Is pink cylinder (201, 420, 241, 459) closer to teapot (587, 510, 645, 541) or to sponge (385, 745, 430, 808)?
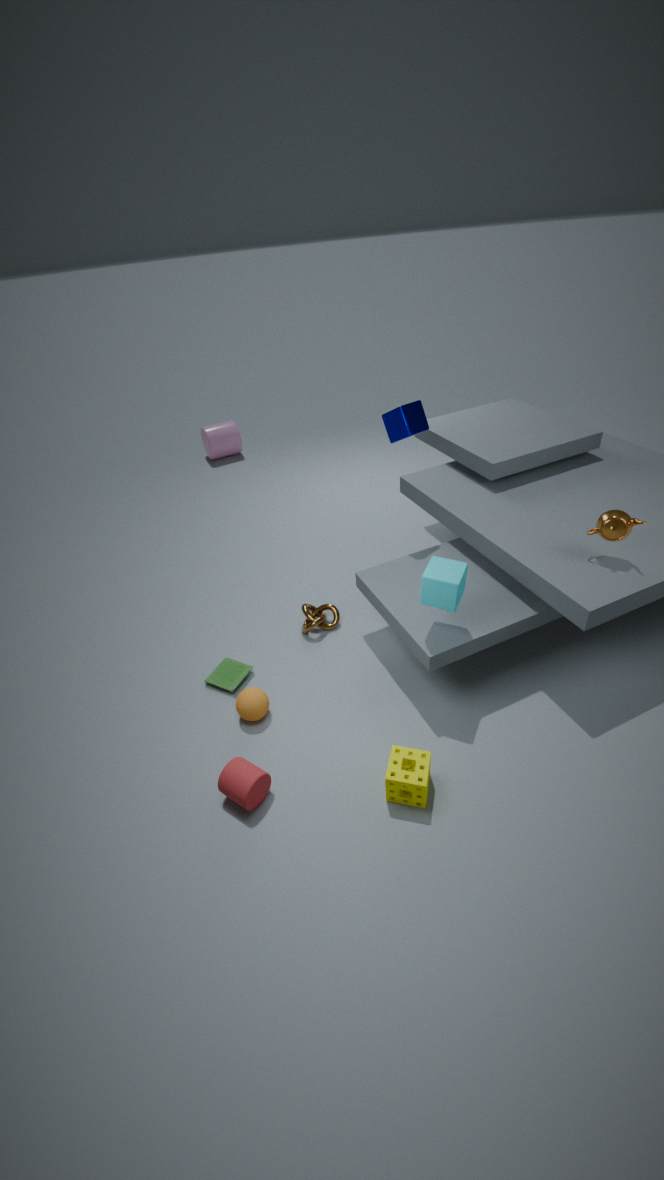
teapot (587, 510, 645, 541)
